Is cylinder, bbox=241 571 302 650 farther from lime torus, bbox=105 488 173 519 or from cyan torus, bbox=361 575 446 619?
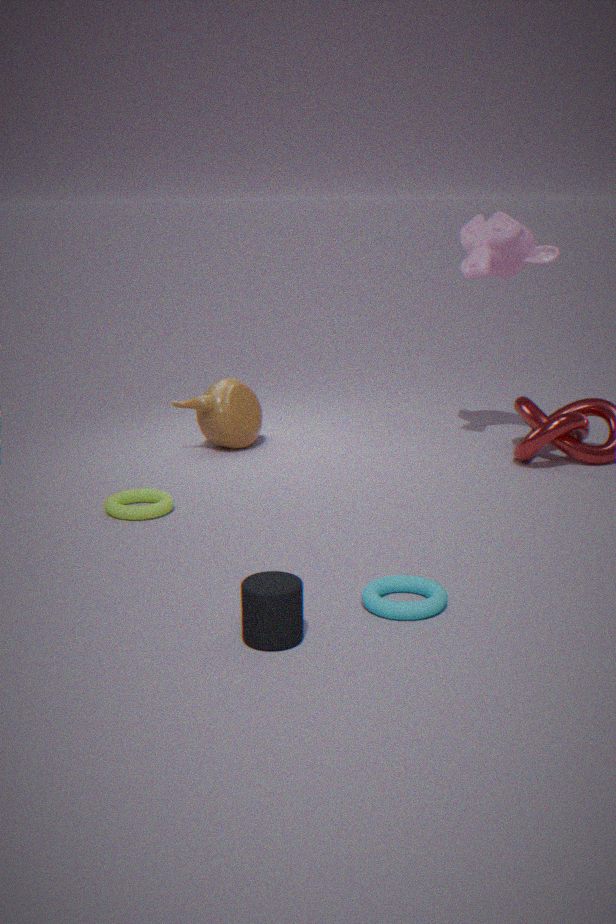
lime torus, bbox=105 488 173 519
